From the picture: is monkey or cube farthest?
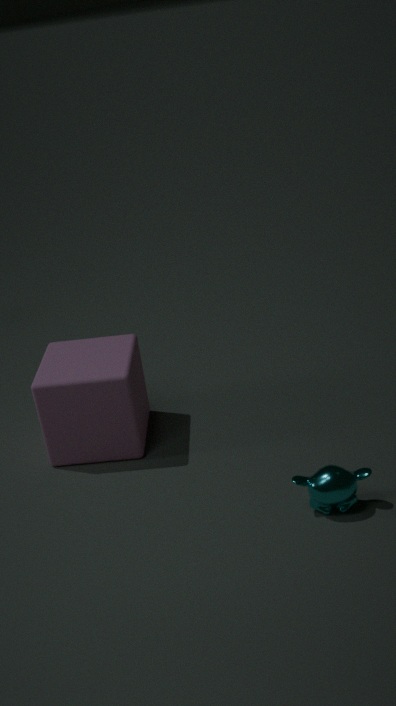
cube
